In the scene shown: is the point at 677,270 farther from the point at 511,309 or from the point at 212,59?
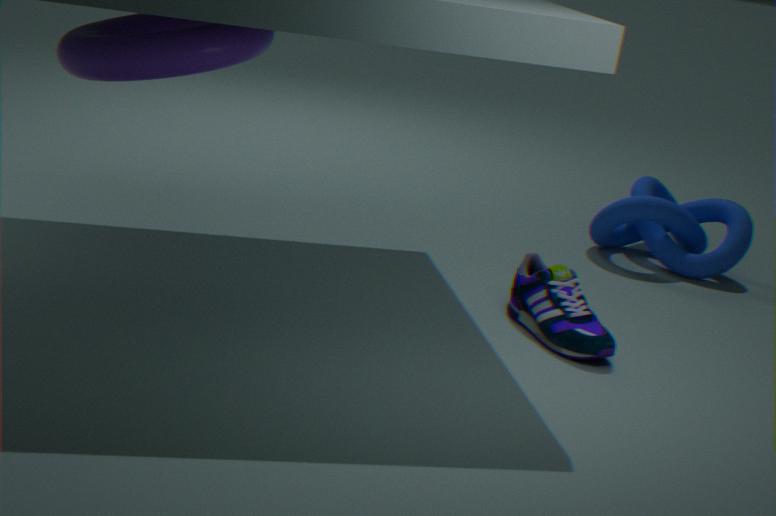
the point at 212,59
